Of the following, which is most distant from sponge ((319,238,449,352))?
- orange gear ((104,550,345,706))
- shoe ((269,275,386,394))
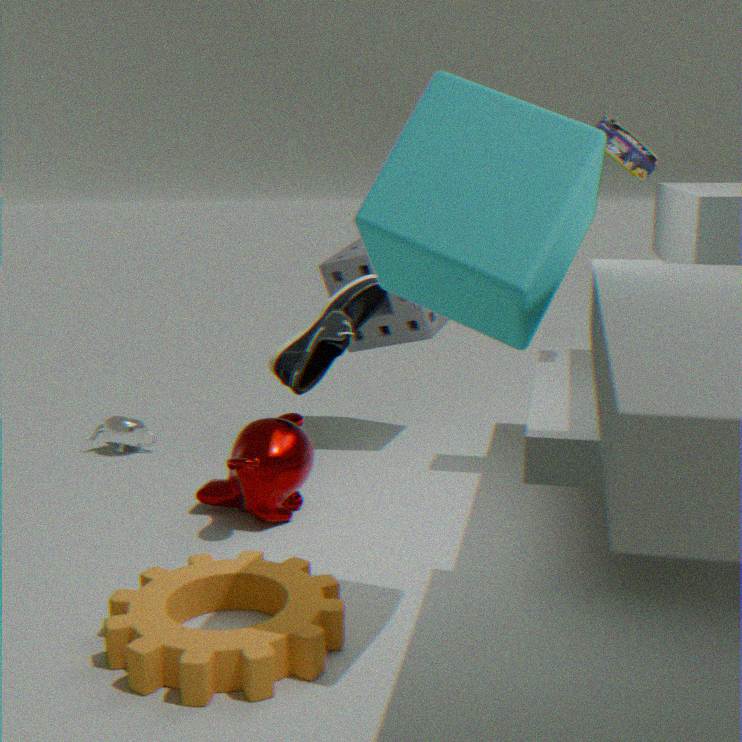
orange gear ((104,550,345,706))
